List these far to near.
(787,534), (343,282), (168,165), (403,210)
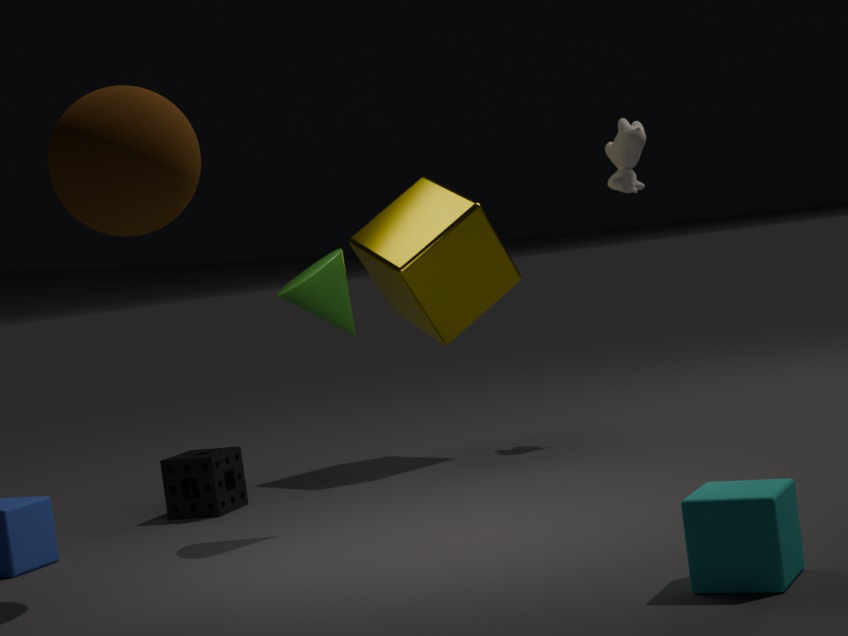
(403,210)
(343,282)
(168,165)
(787,534)
